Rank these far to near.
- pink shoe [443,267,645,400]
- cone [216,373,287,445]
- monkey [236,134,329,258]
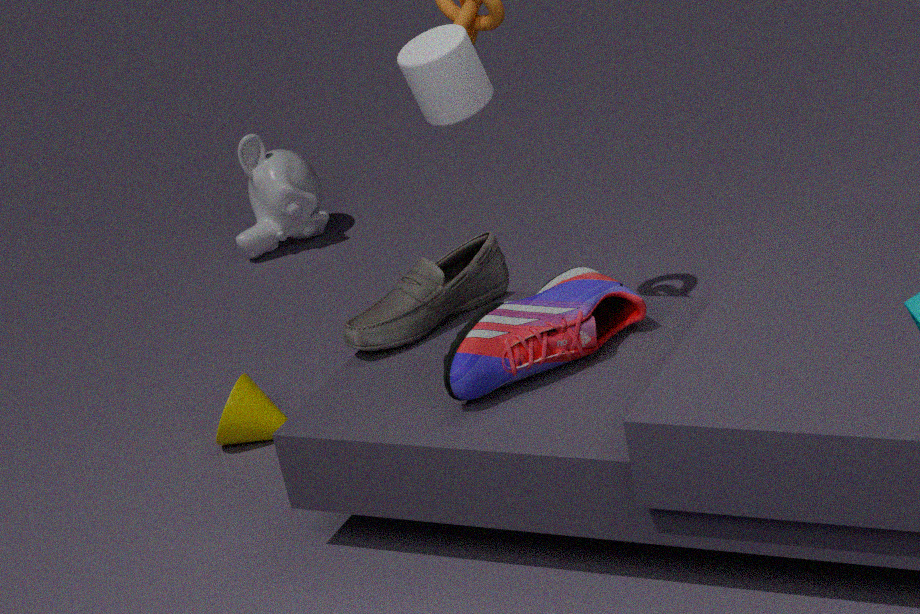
monkey [236,134,329,258] < cone [216,373,287,445] < pink shoe [443,267,645,400]
